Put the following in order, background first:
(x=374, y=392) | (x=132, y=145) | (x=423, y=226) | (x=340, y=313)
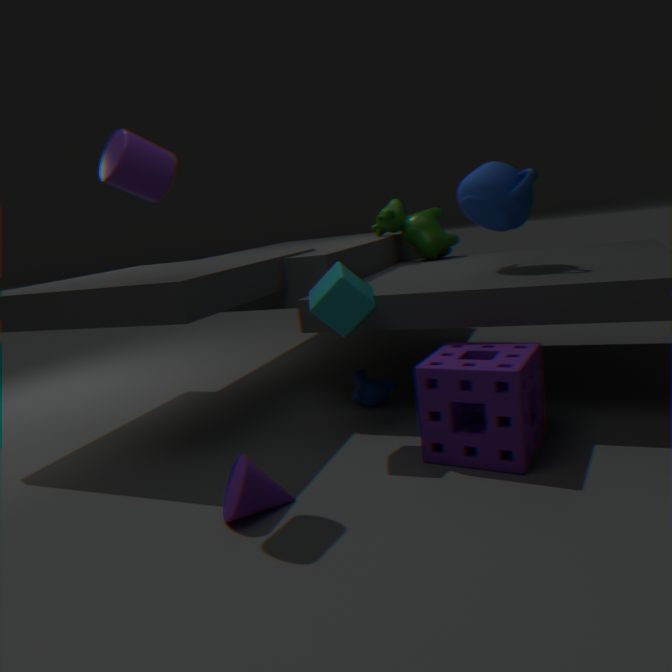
(x=423, y=226) < (x=374, y=392) < (x=340, y=313) < (x=132, y=145)
